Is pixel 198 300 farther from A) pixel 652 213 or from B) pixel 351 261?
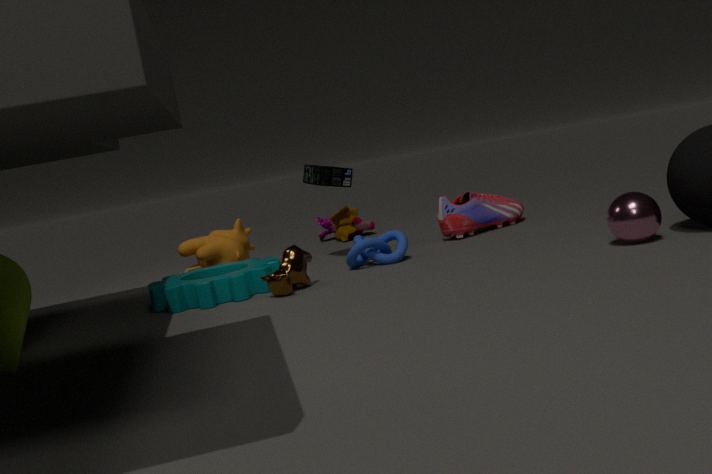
A) pixel 652 213
